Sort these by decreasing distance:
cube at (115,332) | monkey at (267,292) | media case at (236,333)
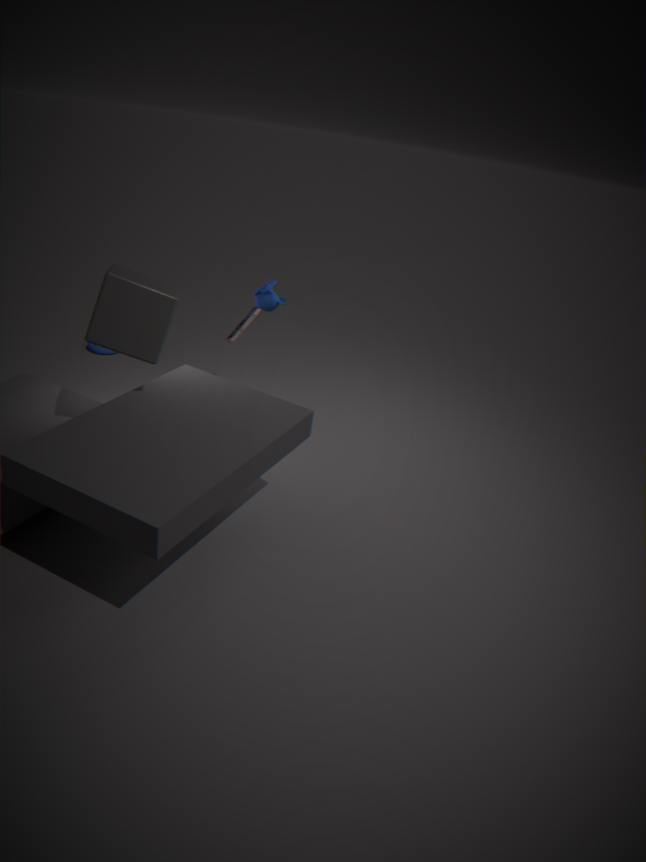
media case at (236,333) < monkey at (267,292) < cube at (115,332)
